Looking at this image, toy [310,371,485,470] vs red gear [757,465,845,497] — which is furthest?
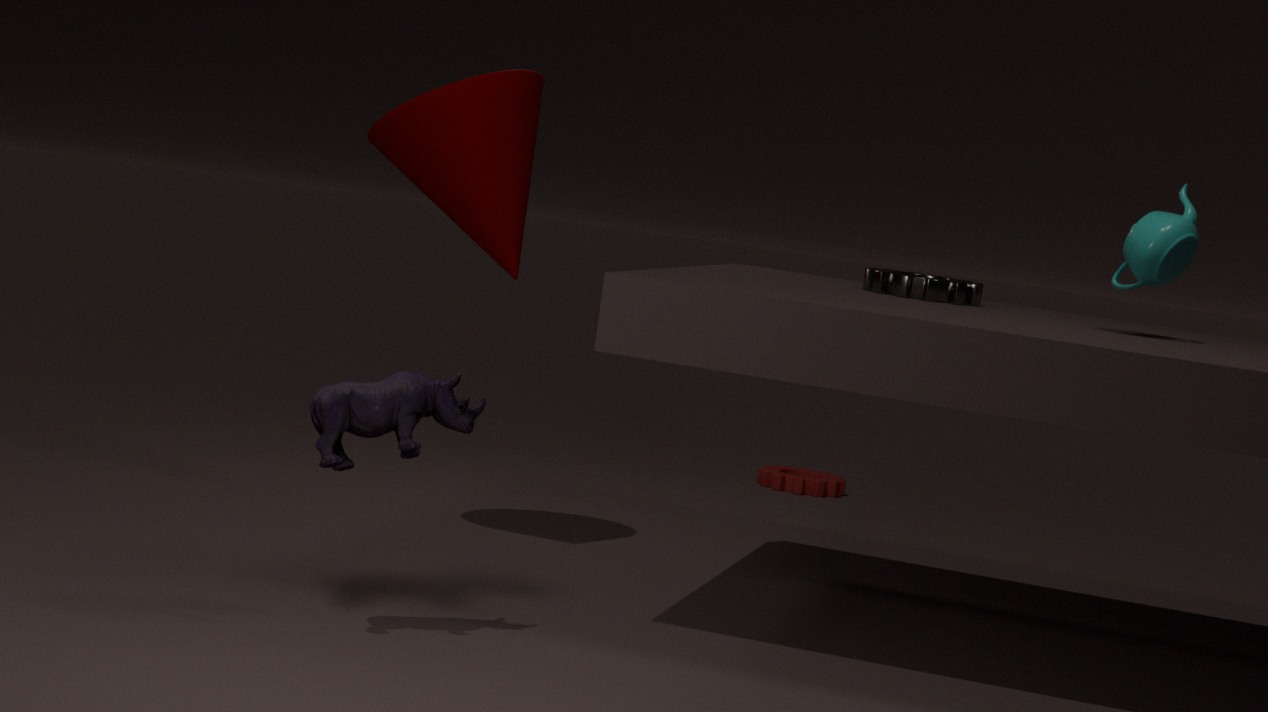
red gear [757,465,845,497]
